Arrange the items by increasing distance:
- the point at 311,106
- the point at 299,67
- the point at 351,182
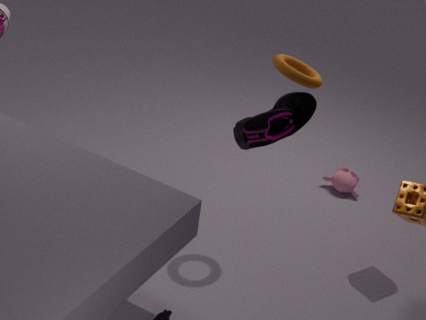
the point at 311,106, the point at 299,67, the point at 351,182
